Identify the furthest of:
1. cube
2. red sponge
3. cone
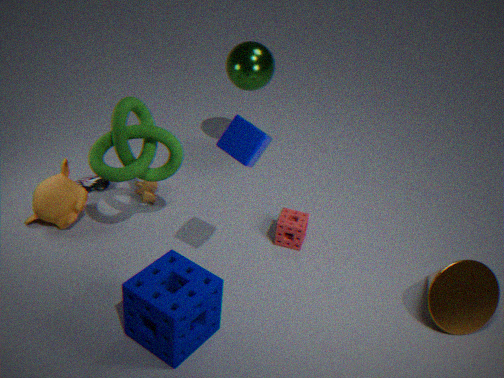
red sponge
